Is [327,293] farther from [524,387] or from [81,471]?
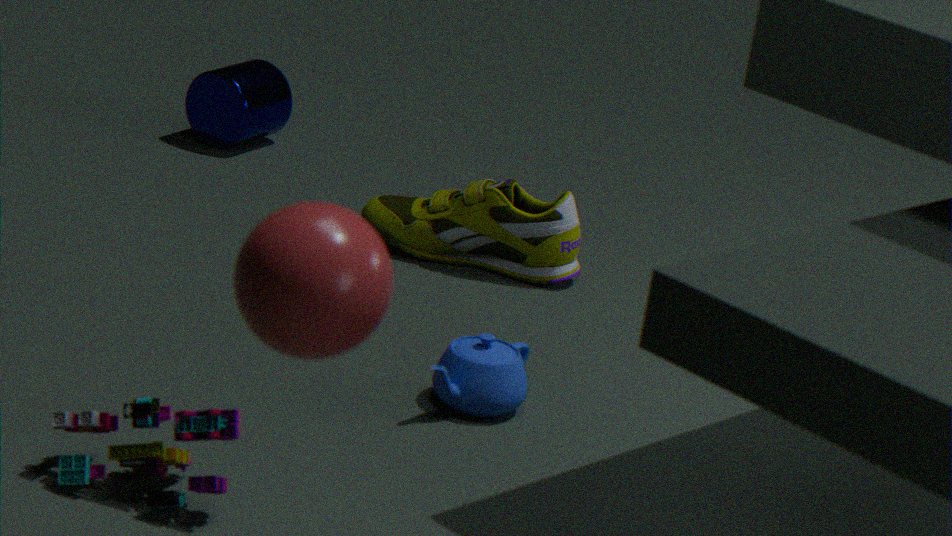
[524,387]
